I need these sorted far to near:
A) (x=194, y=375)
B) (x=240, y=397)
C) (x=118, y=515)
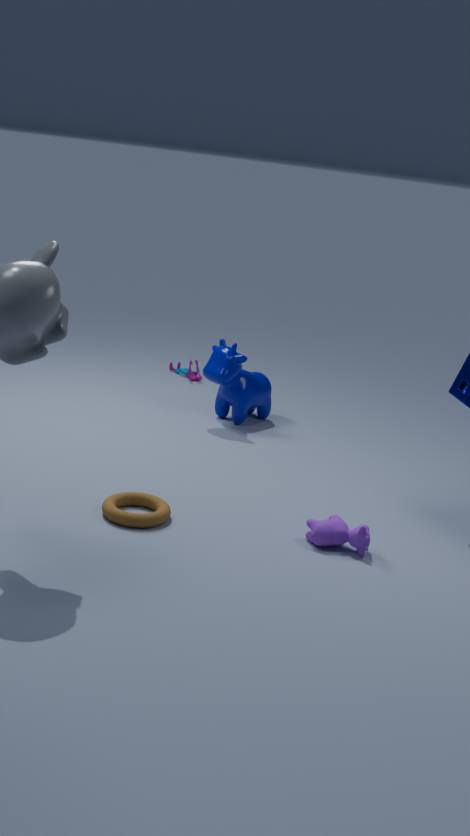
(x=194, y=375), (x=240, y=397), (x=118, y=515)
